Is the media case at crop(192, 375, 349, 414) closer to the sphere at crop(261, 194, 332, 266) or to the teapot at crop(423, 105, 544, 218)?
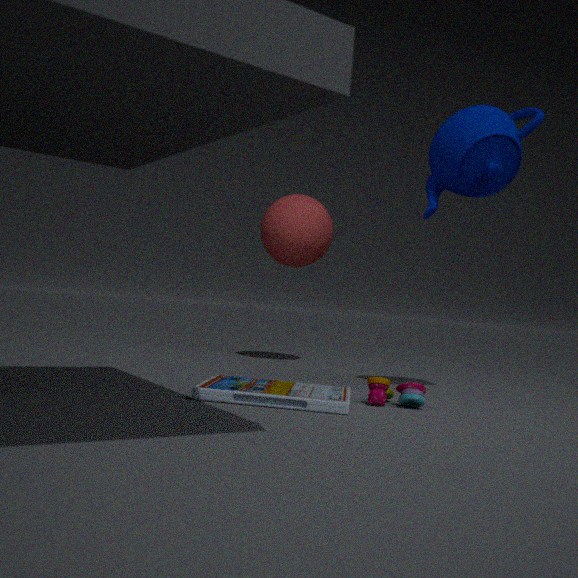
the teapot at crop(423, 105, 544, 218)
